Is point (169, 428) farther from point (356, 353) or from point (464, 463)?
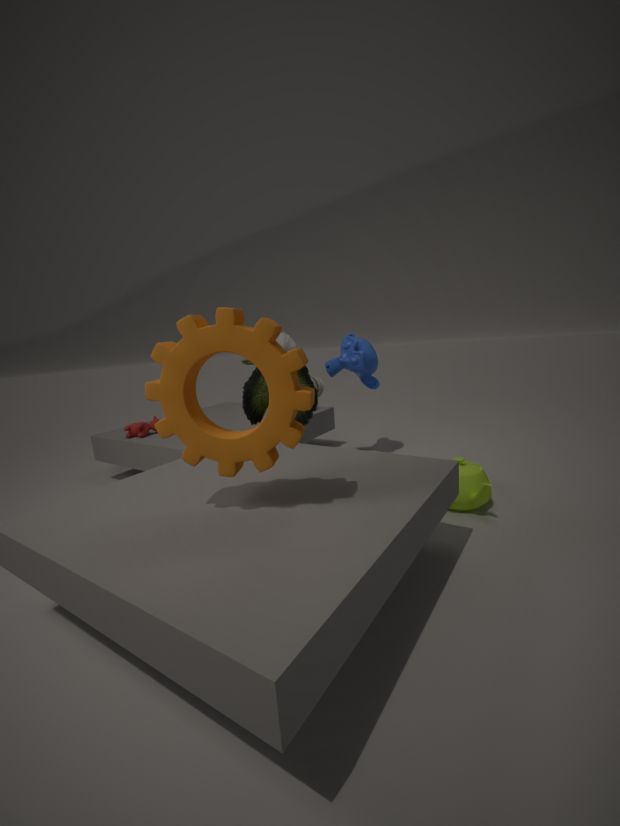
point (356, 353)
